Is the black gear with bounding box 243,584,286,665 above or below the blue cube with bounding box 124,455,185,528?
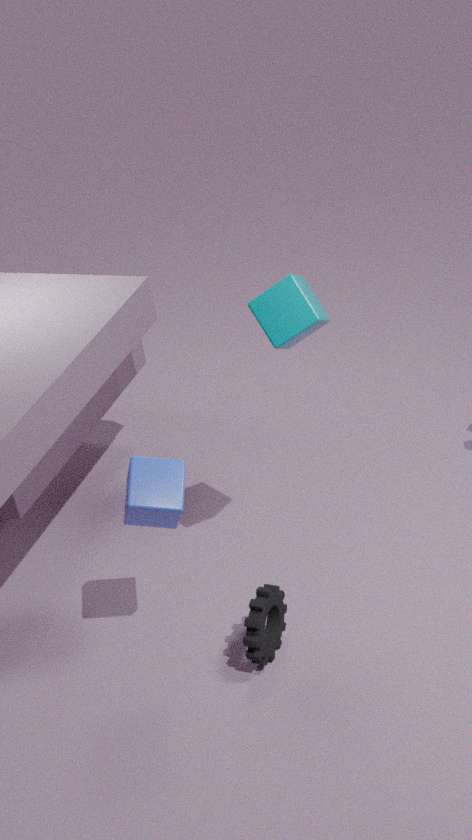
below
